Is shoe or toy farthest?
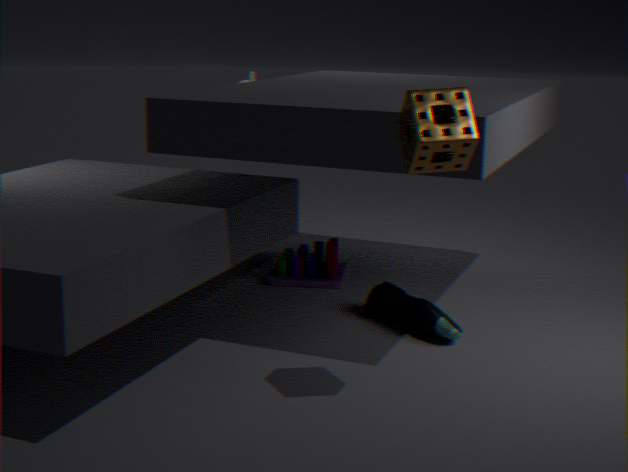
toy
